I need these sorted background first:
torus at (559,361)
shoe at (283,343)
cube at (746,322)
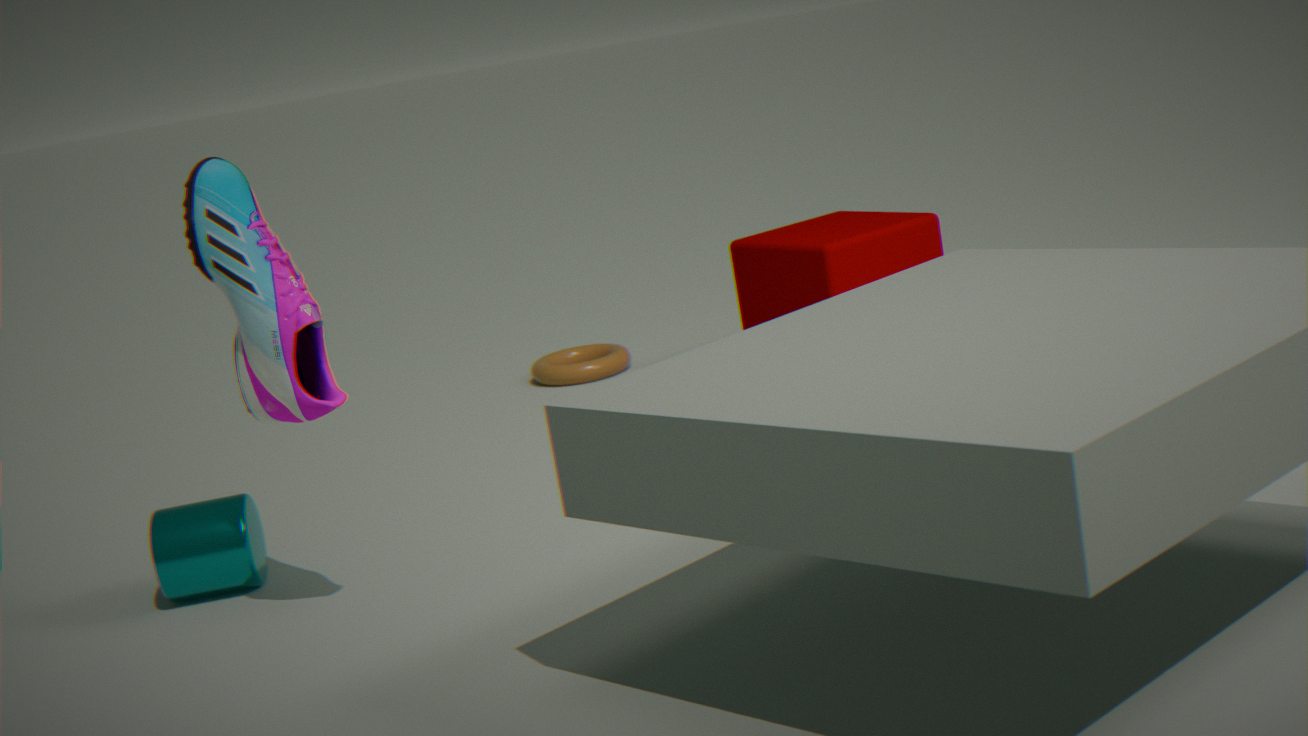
1. torus at (559,361)
2. cube at (746,322)
3. shoe at (283,343)
